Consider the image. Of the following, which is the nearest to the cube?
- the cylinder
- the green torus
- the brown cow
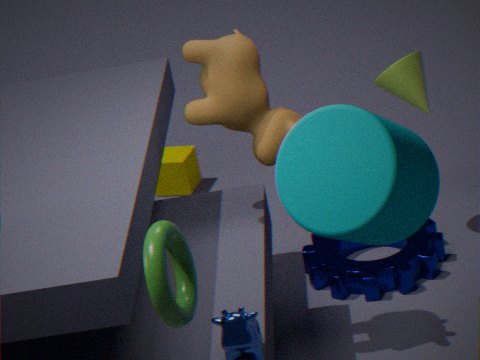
the brown cow
